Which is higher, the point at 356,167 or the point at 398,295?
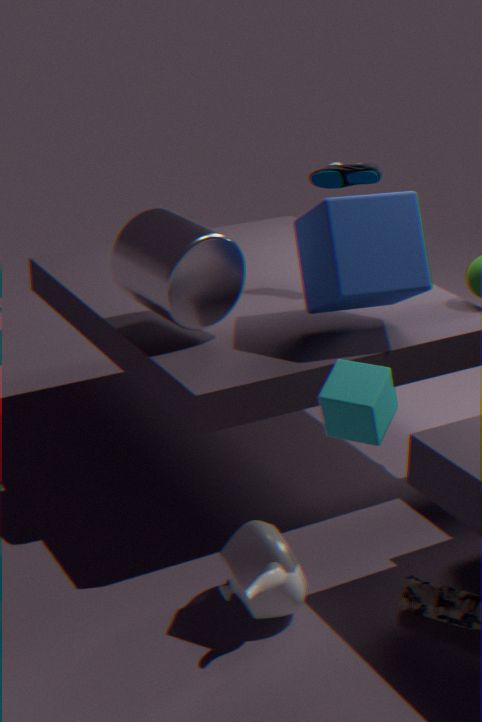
the point at 356,167
